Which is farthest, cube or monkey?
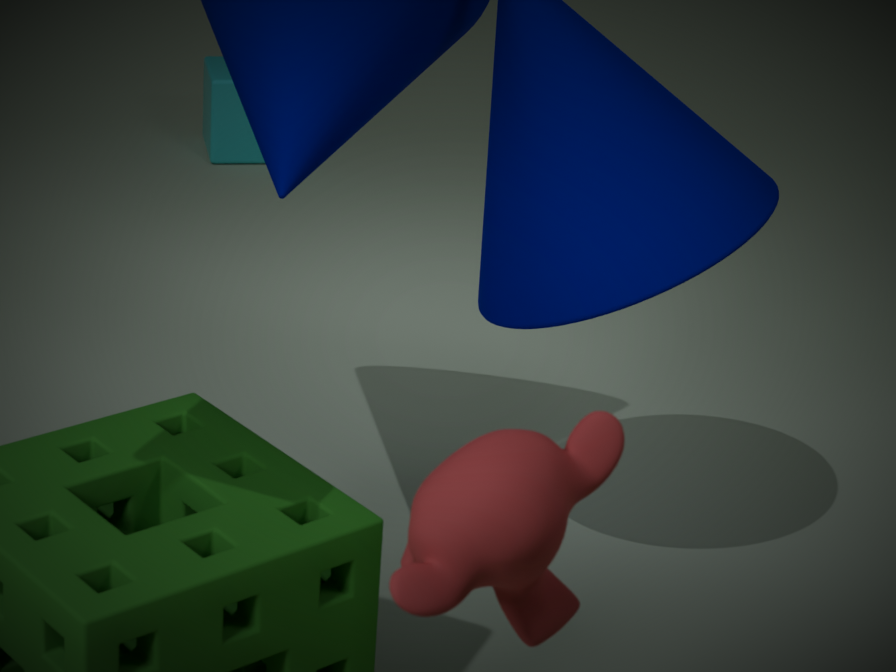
cube
